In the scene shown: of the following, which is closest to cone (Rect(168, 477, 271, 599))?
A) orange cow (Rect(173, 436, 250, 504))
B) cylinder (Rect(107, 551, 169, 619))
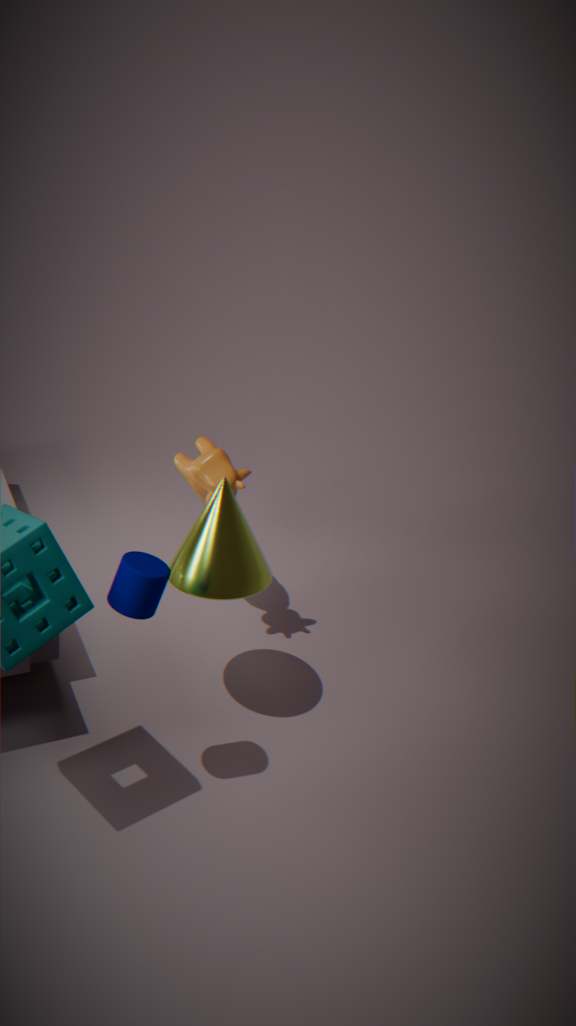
orange cow (Rect(173, 436, 250, 504))
